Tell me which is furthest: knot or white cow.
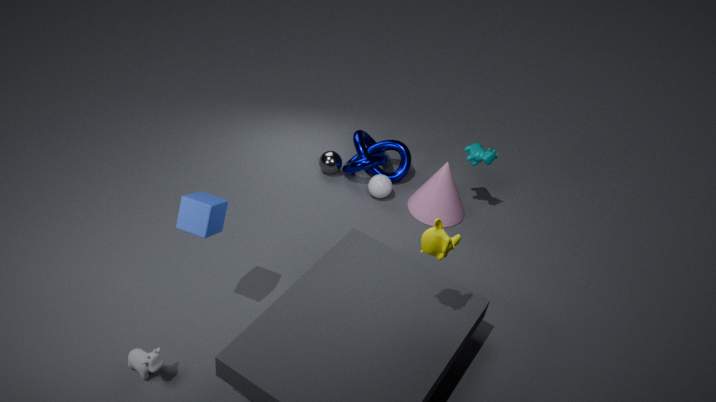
knot
